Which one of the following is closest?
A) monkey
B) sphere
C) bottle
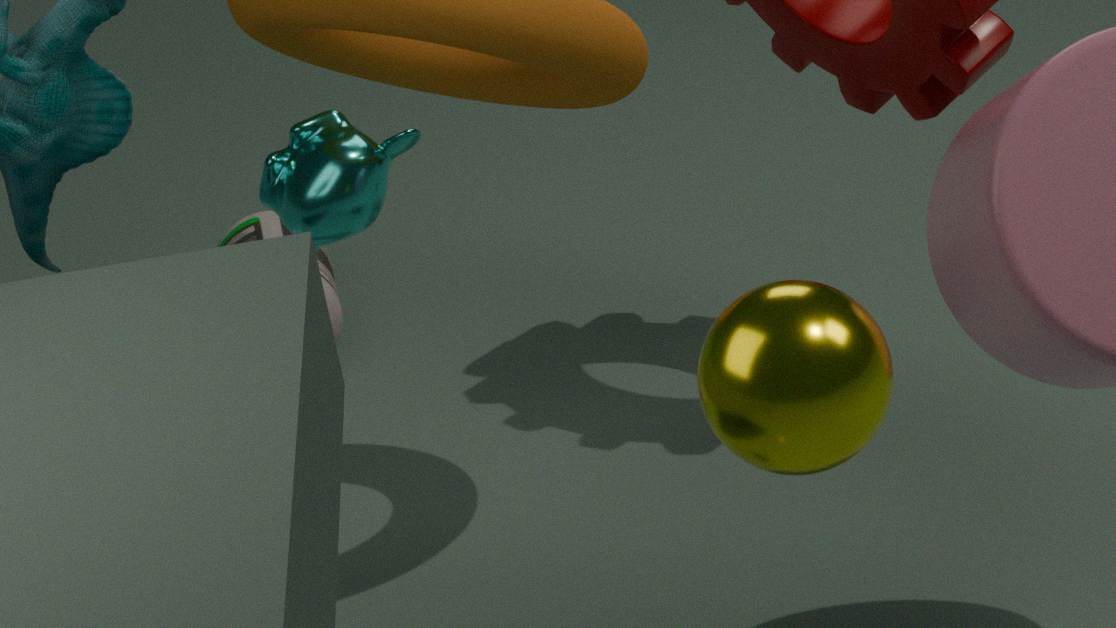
sphere
